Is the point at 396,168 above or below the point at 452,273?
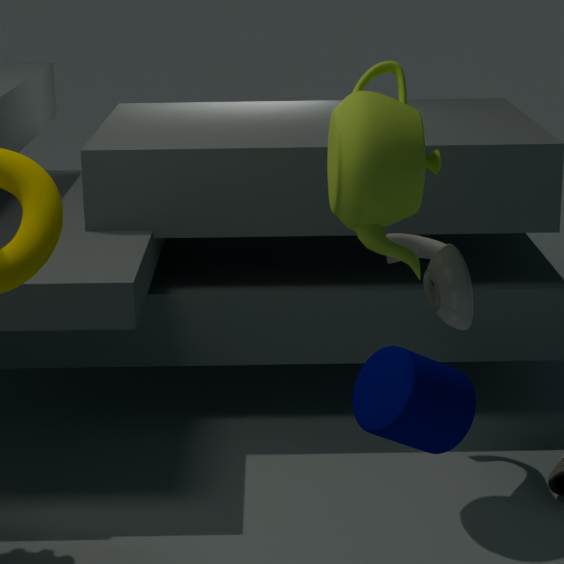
above
